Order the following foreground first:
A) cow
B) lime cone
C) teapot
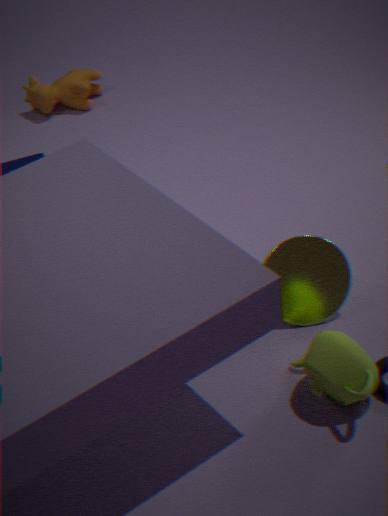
teapot → lime cone → cow
